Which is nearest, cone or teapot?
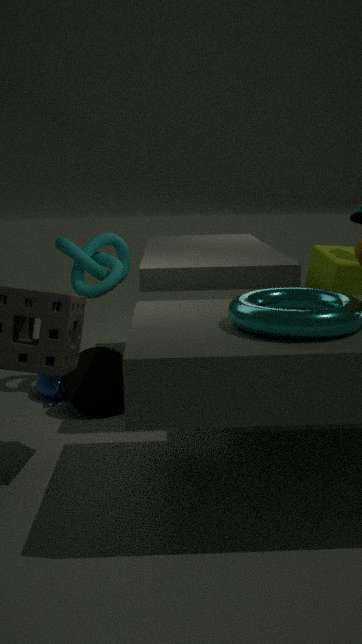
cone
